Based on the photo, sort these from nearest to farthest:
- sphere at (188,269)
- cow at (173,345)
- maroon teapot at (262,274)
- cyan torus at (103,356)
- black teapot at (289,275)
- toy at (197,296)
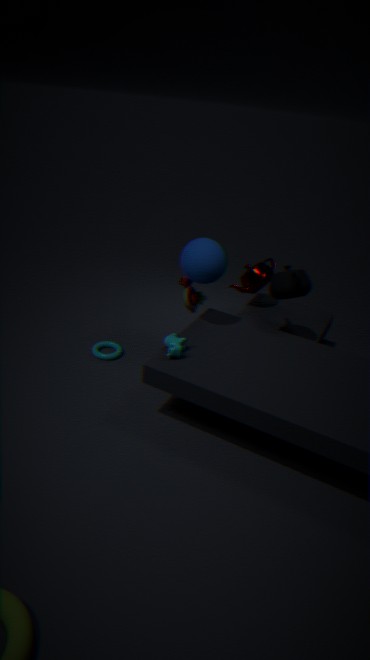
cow at (173,345), sphere at (188,269), black teapot at (289,275), toy at (197,296), cyan torus at (103,356), maroon teapot at (262,274)
